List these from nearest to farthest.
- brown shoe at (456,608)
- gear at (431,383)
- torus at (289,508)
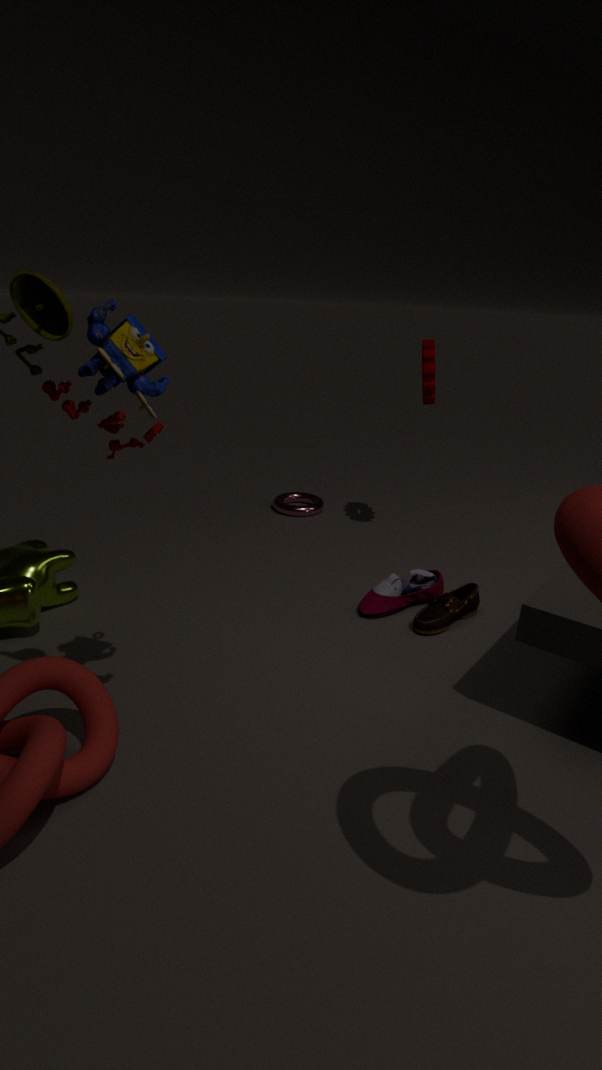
Answer: 1. brown shoe at (456,608)
2. gear at (431,383)
3. torus at (289,508)
